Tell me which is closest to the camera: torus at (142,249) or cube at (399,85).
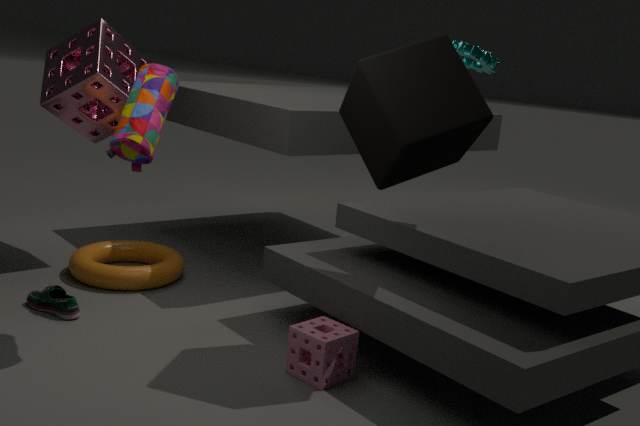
cube at (399,85)
